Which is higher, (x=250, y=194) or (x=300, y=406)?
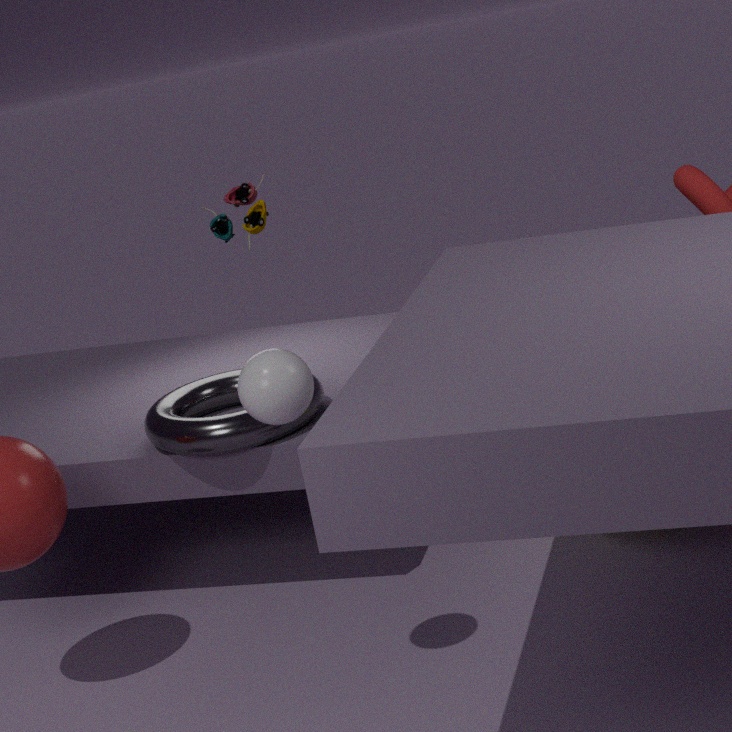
(x=250, y=194)
